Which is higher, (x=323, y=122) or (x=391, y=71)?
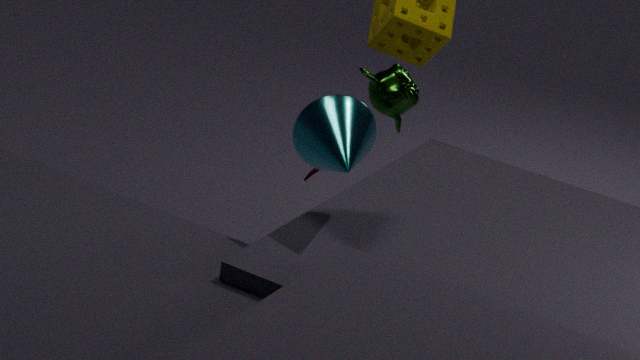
(x=323, y=122)
